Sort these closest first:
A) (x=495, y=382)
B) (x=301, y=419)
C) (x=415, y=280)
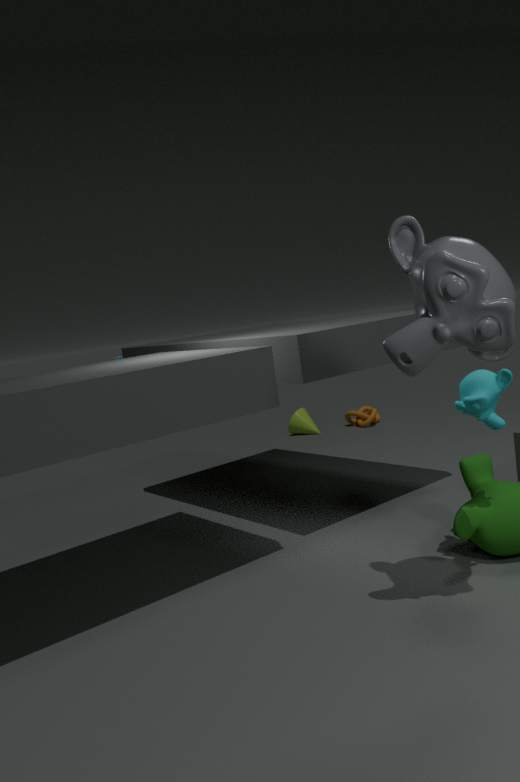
1. (x=415, y=280)
2. (x=495, y=382)
3. (x=301, y=419)
